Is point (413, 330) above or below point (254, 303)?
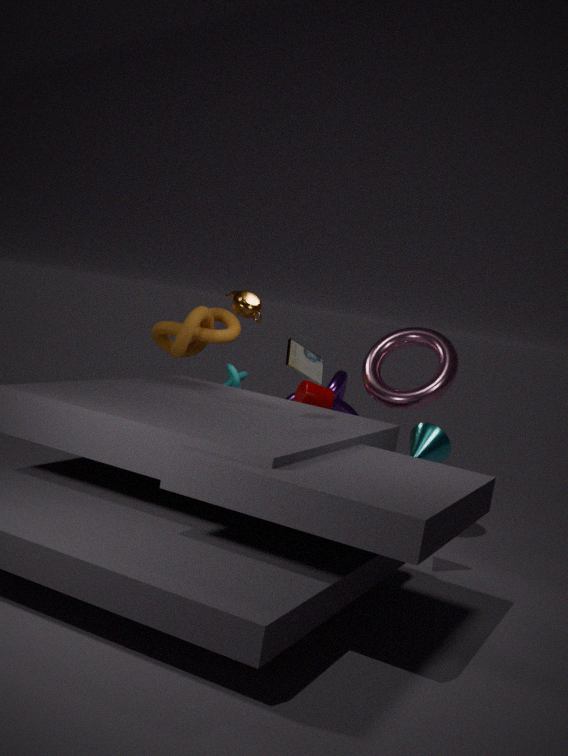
below
